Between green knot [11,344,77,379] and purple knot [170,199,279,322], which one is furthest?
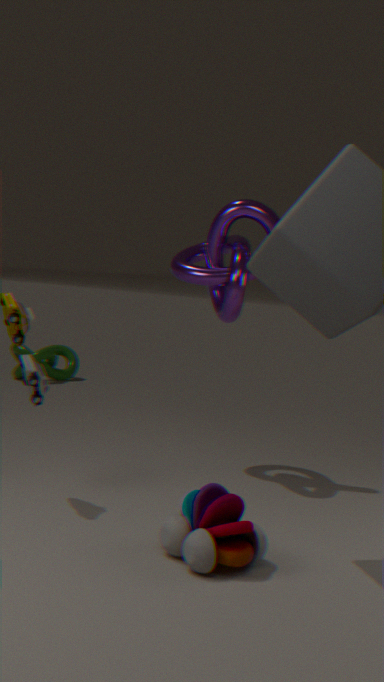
green knot [11,344,77,379]
